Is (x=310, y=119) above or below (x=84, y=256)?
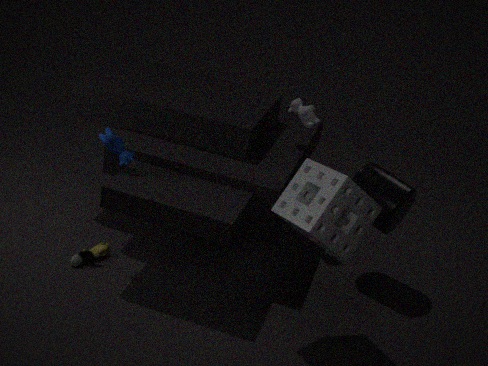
above
